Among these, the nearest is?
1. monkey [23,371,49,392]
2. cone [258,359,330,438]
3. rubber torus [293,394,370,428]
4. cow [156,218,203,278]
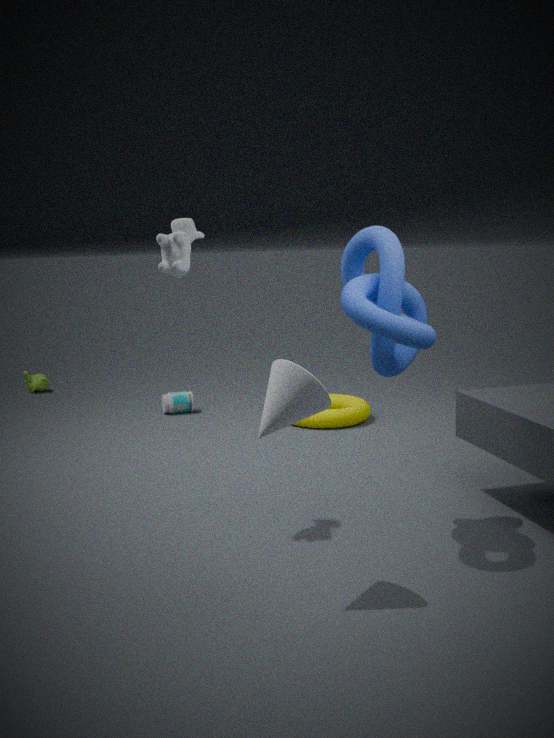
cone [258,359,330,438]
